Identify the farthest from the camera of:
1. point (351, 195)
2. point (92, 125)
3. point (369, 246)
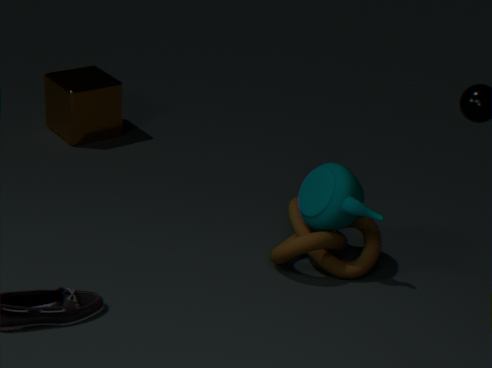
point (92, 125)
